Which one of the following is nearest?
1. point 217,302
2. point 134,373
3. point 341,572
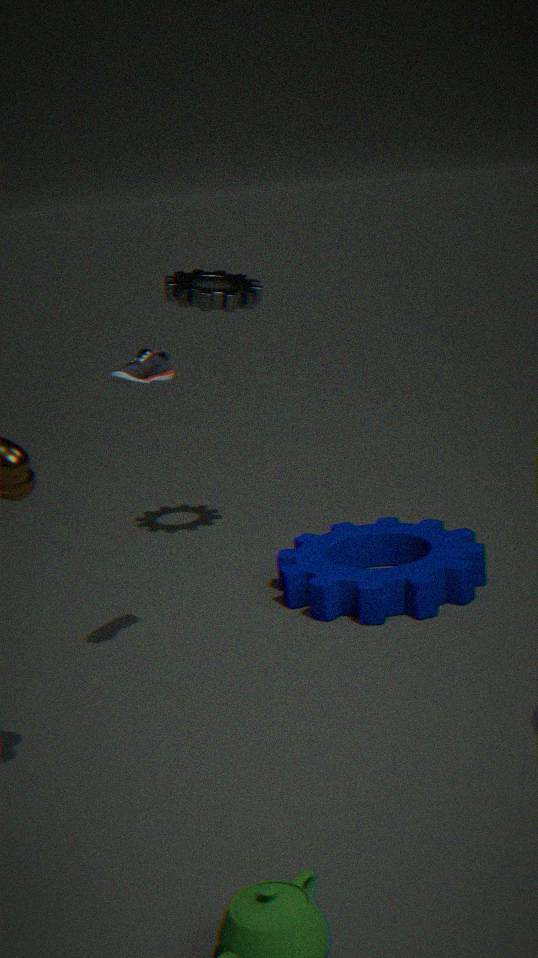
point 134,373
